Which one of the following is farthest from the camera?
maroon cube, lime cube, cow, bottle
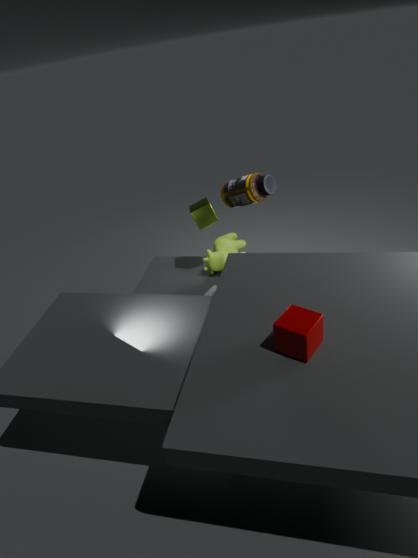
cow
